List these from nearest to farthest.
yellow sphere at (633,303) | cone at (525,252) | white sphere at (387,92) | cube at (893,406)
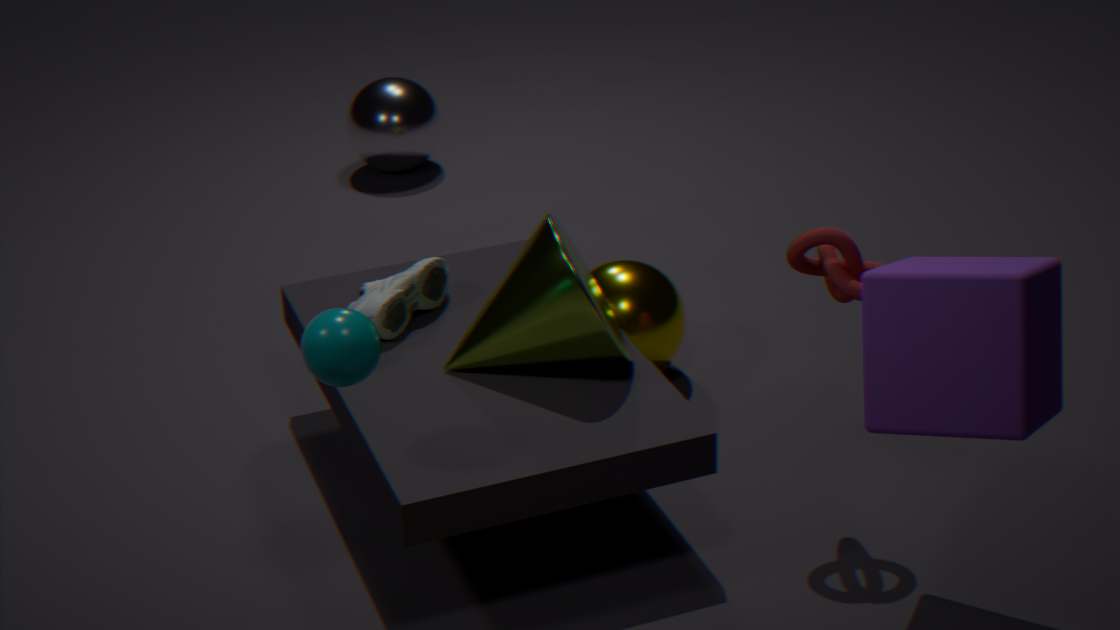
cube at (893,406), cone at (525,252), yellow sphere at (633,303), white sphere at (387,92)
